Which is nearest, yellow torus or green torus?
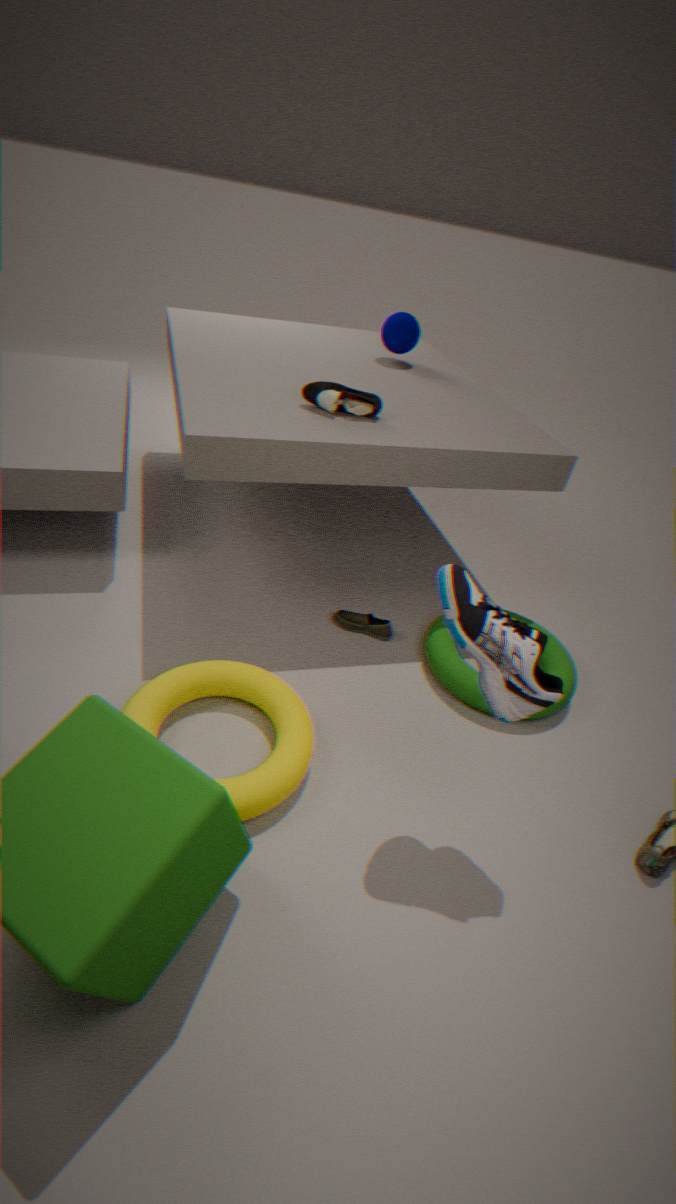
yellow torus
